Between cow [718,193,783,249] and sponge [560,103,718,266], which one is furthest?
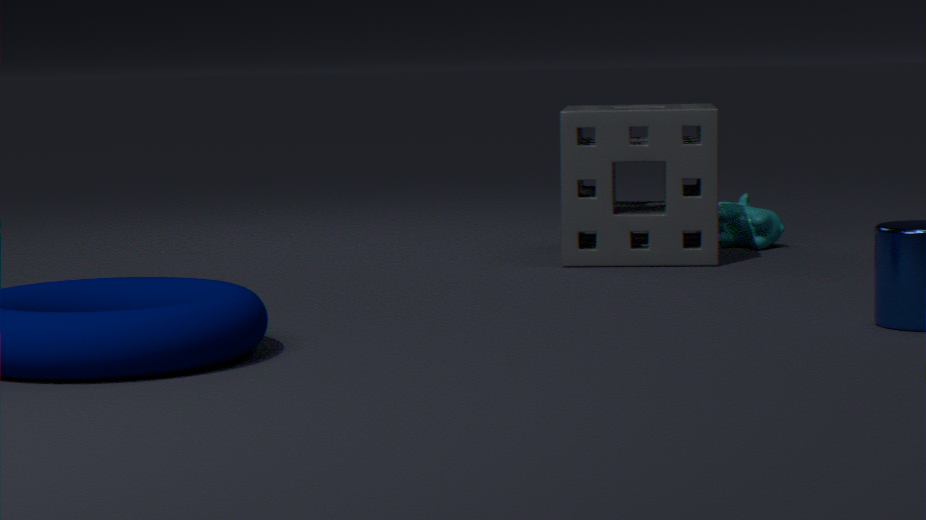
cow [718,193,783,249]
